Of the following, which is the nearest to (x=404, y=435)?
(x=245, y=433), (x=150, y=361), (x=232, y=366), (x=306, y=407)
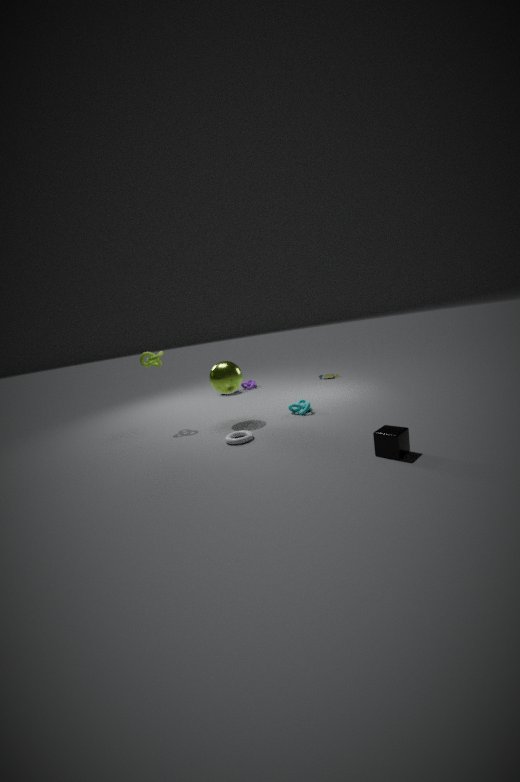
(x=245, y=433)
